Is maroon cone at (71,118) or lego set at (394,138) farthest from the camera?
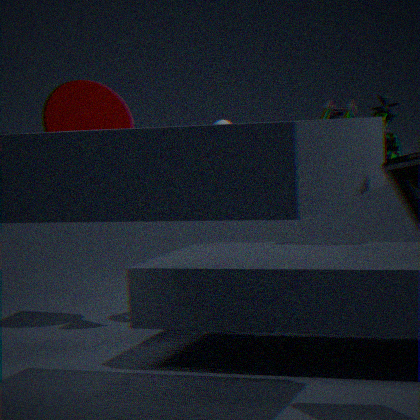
maroon cone at (71,118)
